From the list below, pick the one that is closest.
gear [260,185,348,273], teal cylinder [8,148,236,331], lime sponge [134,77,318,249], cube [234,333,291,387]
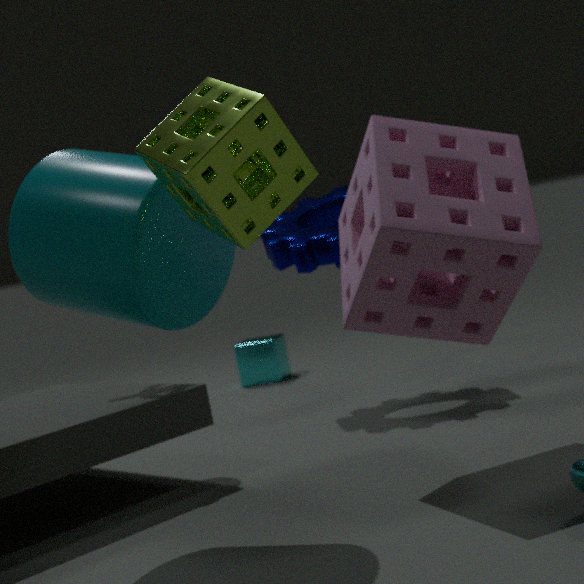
lime sponge [134,77,318,249]
